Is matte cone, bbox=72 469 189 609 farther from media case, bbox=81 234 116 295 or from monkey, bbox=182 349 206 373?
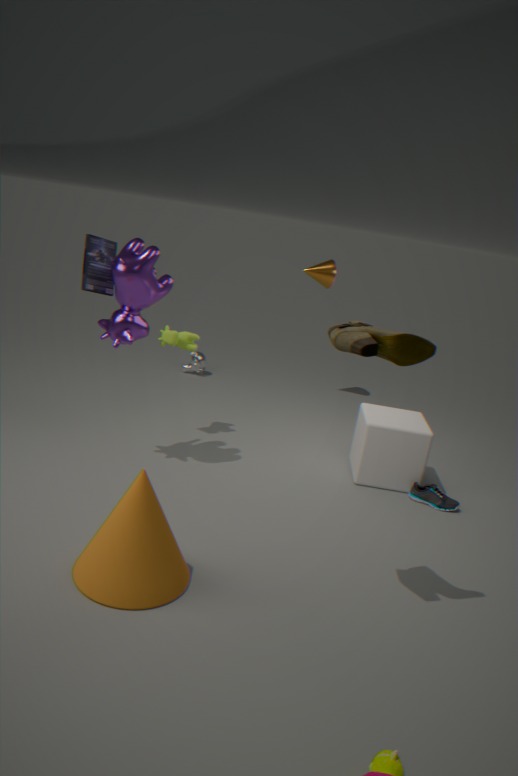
monkey, bbox=182 349 206 373
